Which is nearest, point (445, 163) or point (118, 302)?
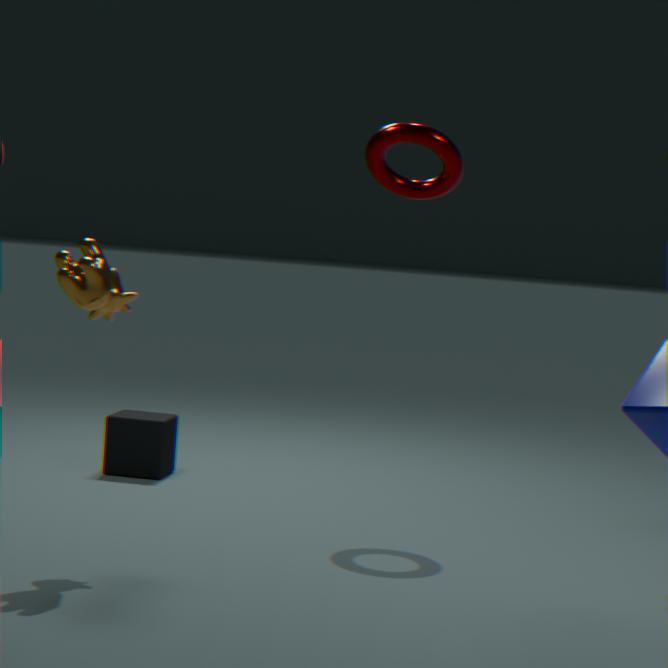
point (118, 302)
